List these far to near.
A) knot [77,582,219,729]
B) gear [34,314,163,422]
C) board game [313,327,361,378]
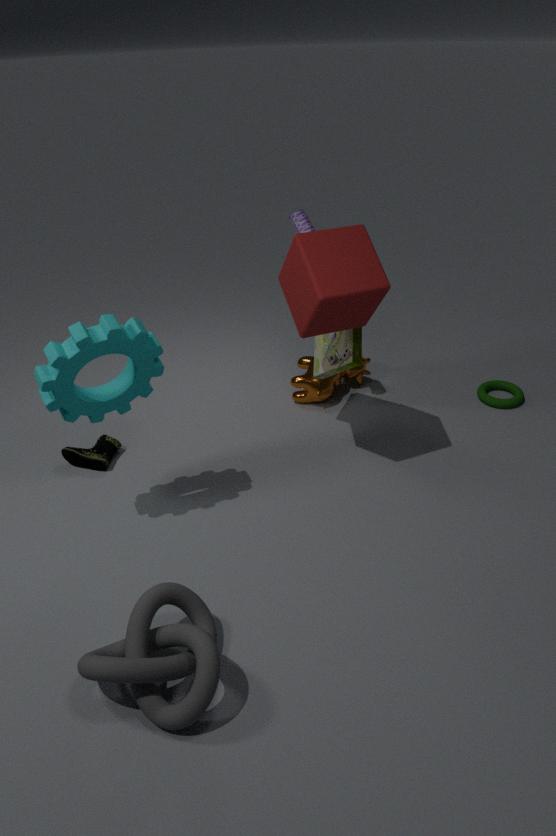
1. board game [313,327,361,378]
2. gear [34,314,163,422]
3. knot [77,582,219,729]
